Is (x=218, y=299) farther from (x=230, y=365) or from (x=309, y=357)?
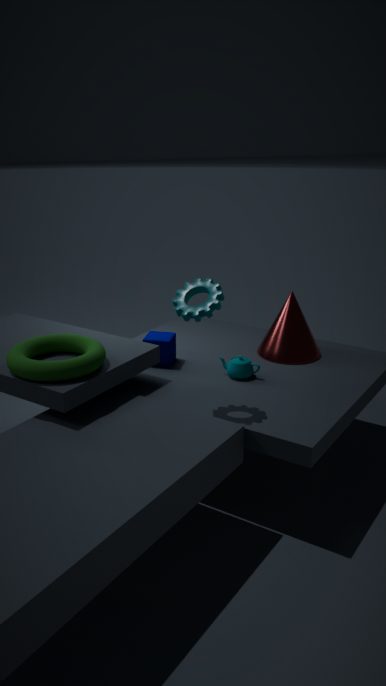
(x=309, y=357)
